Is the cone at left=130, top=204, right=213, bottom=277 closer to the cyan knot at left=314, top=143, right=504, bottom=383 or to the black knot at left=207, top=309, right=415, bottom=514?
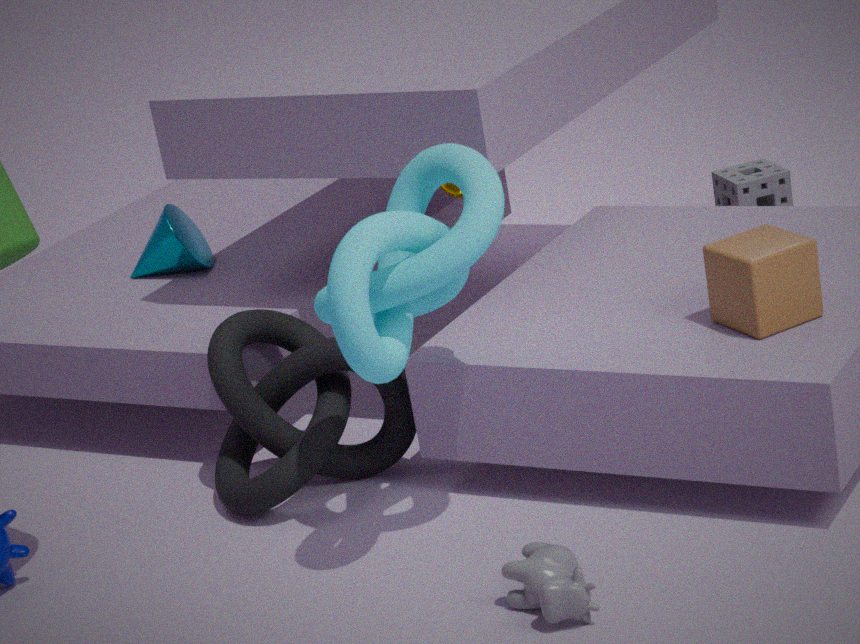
the black knot at left=207, top=309, right=415, bottom=514
